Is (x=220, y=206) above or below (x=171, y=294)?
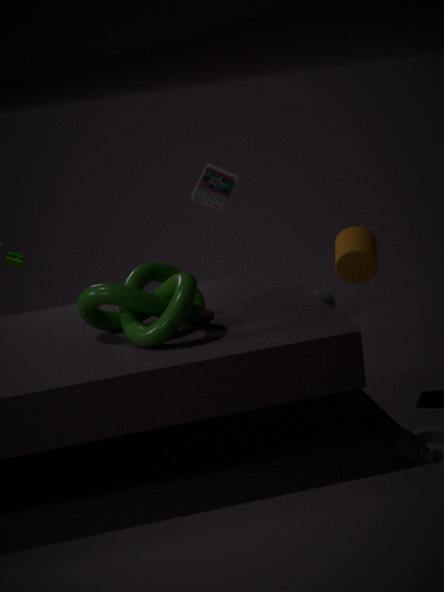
above
